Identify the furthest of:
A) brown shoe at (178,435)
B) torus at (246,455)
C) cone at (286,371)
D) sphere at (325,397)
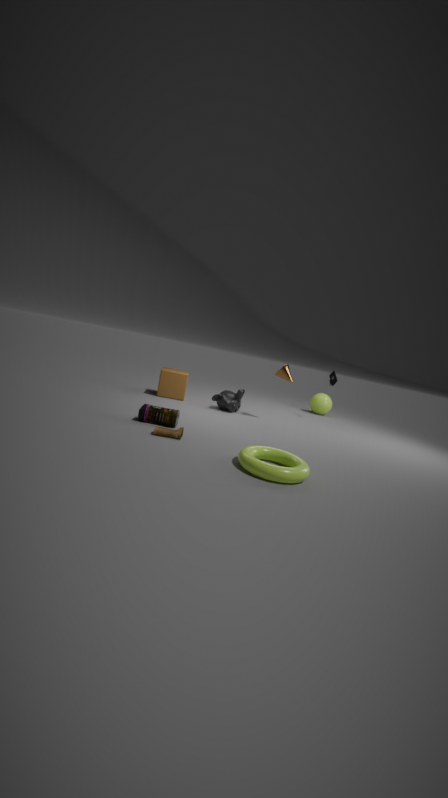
sphere at (325,397)
